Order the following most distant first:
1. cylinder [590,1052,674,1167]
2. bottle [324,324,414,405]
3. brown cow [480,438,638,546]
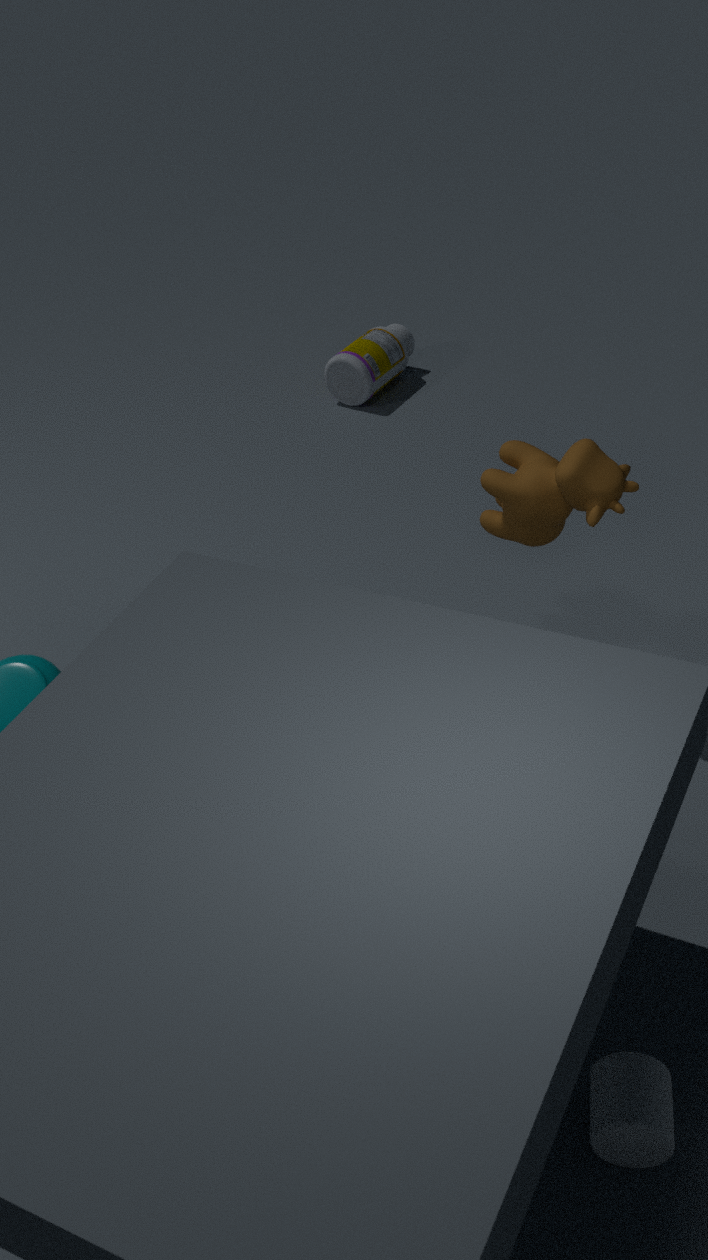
bottle [324,324,414,405] < brown cow [480,438,638,546] < cylinder [590,1052,674,1167]
